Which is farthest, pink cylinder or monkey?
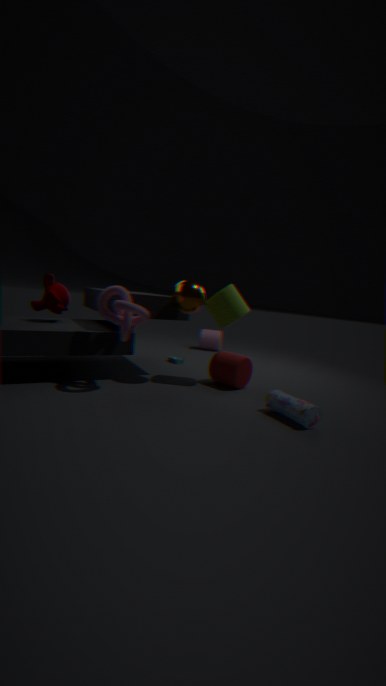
pink cylinder
